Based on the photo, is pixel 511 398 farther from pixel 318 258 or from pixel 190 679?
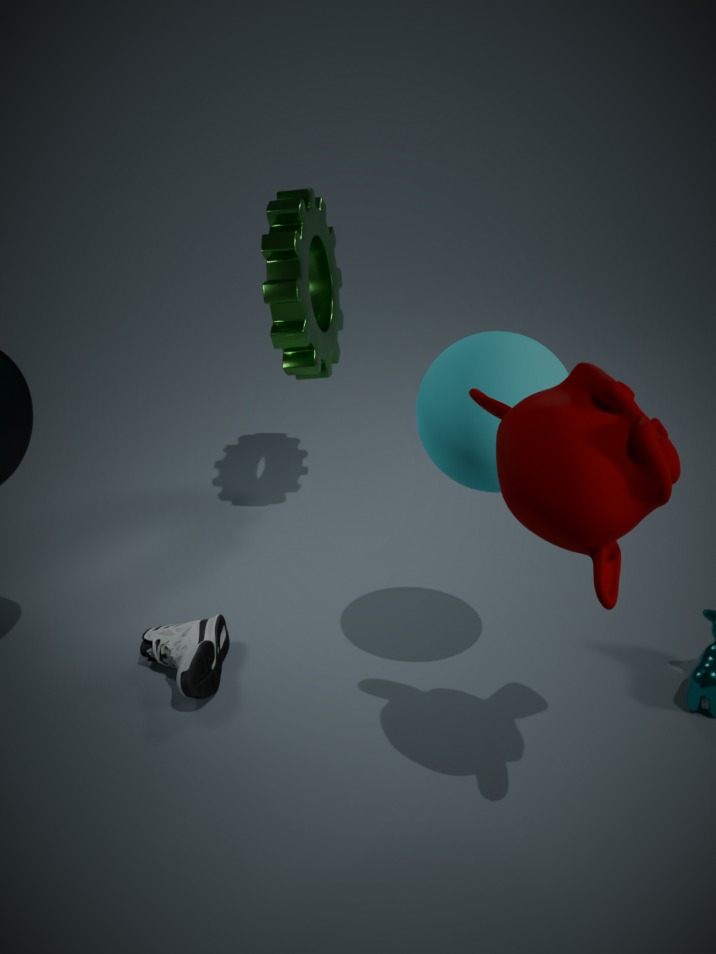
pixel 318 258
